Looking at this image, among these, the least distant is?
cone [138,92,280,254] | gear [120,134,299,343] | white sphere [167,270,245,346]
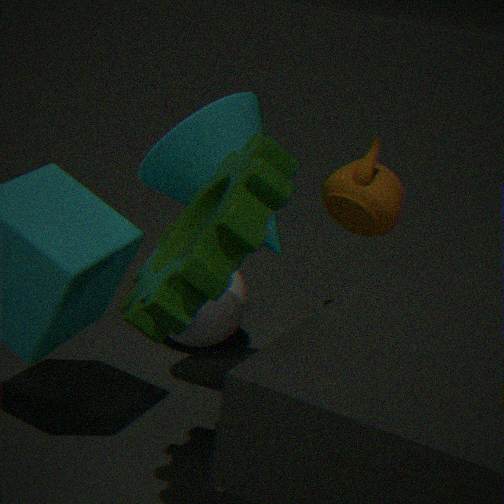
gear [120,134,299,343]
